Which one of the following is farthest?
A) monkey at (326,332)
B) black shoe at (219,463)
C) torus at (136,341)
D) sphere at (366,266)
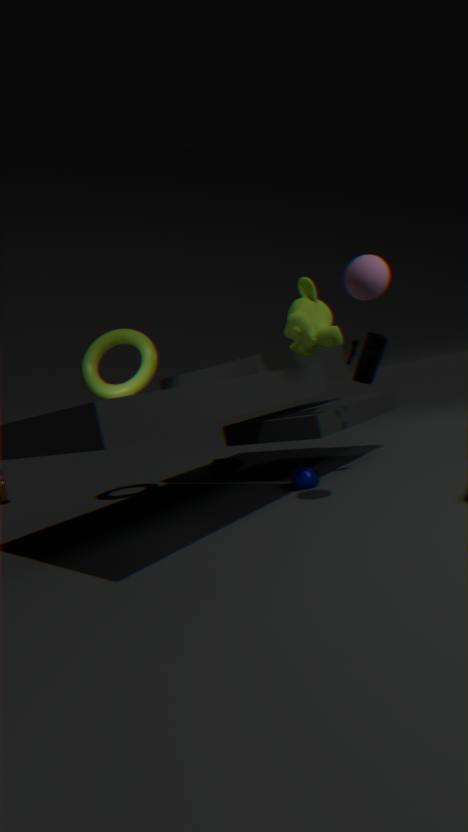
black shoe at (219,463)
